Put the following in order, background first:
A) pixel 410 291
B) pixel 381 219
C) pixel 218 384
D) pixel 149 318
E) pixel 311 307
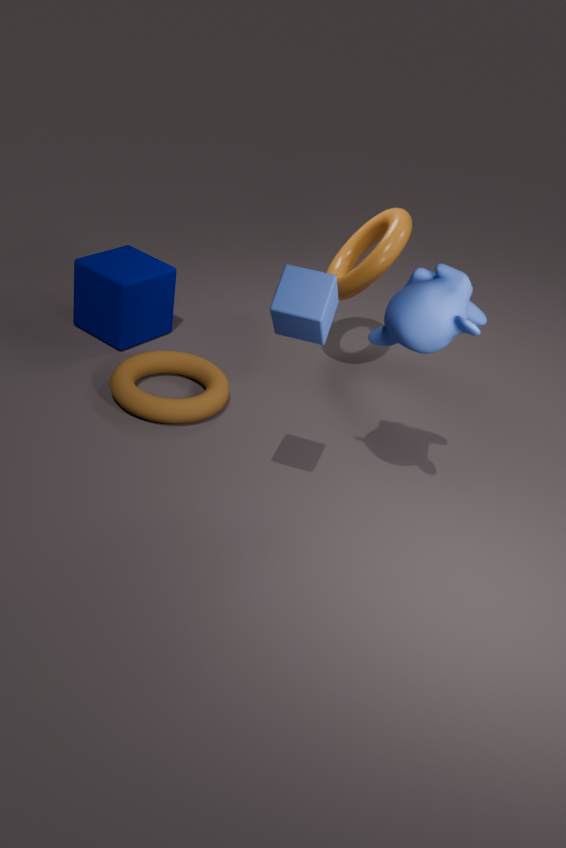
pixel 149 318, pixel 381 219, pixel 218 384, pixel 410 291, pixel 311 307
